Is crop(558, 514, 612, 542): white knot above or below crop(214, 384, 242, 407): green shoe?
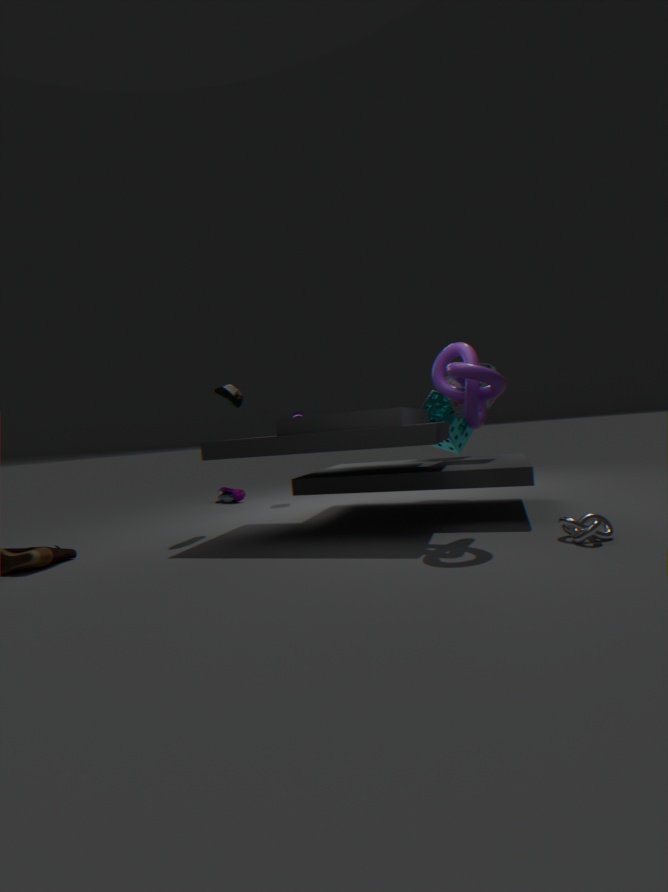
below
